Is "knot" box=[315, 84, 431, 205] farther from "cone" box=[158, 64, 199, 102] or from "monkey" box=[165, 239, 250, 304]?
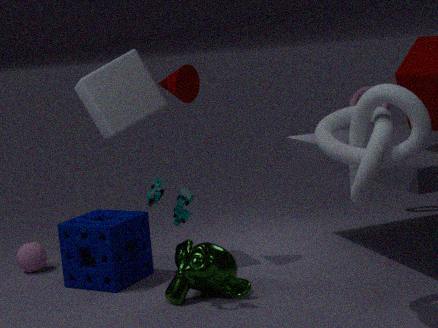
"cone" box=[158, 64, 199, 102]
